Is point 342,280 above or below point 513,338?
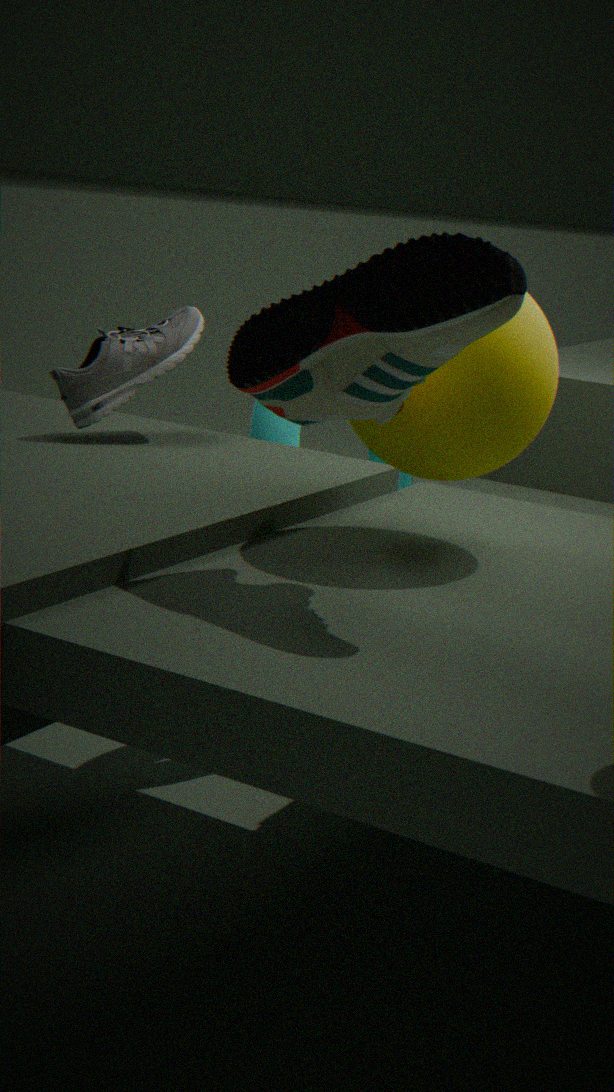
above
